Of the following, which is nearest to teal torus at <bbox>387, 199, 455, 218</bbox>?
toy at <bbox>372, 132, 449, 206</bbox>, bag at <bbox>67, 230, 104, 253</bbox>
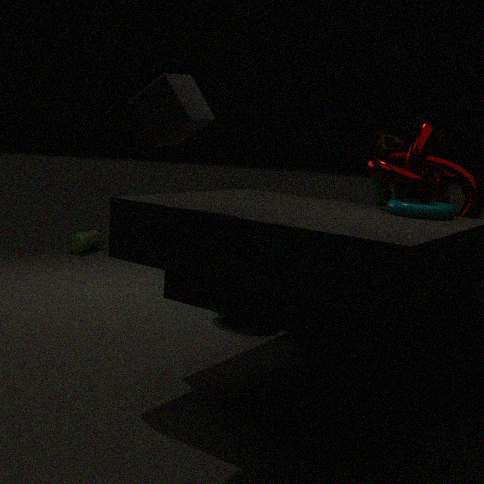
toy at <bbox>372, 132, 449, 206</bbox>
